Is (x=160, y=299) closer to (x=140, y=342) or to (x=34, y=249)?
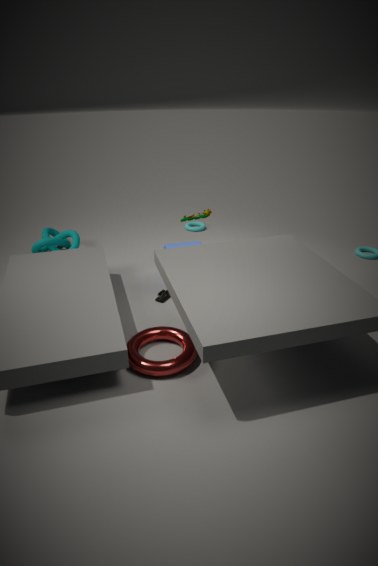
(x=140, y=342)
